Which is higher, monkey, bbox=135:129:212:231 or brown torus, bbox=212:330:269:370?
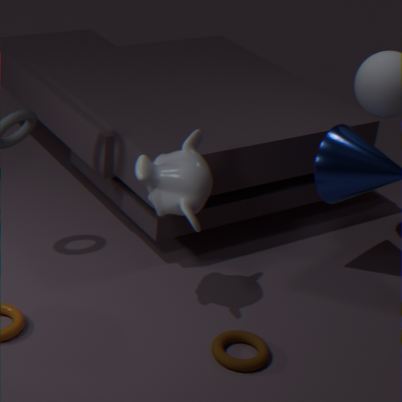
monkey, bbox=135:129:212:231
